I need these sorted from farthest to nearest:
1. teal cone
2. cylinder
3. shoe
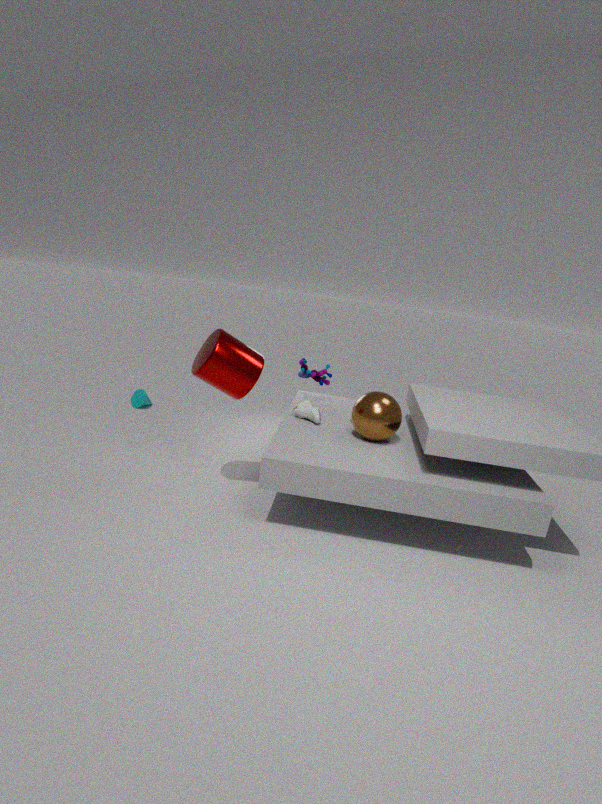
teal cone, shoe, cylinder
